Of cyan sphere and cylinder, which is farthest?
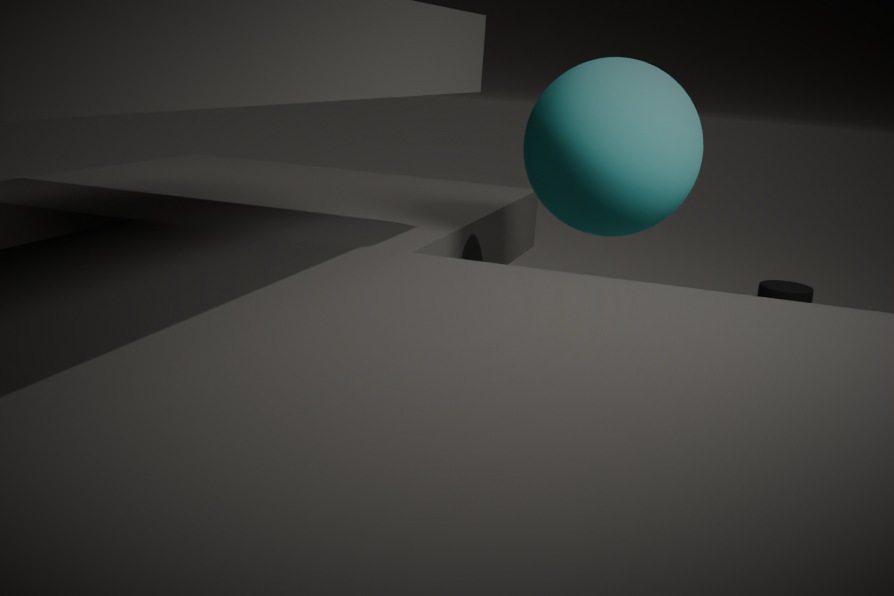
cylinder
